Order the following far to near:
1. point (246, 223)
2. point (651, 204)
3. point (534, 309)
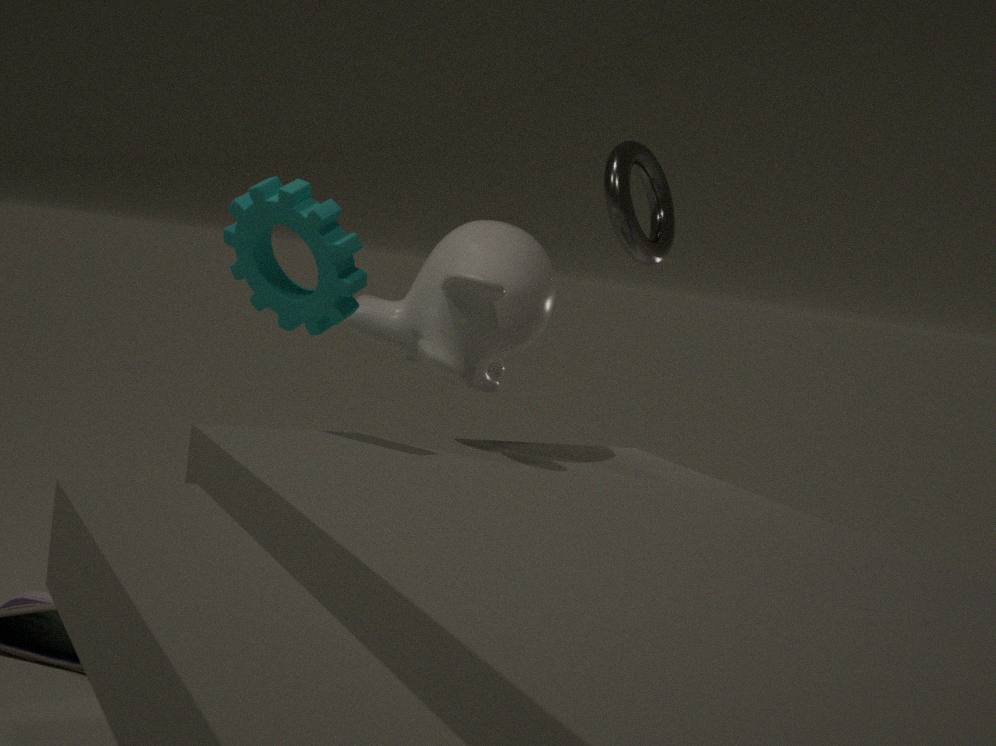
point (651, 204), point (534, 309), point (246, 223)
